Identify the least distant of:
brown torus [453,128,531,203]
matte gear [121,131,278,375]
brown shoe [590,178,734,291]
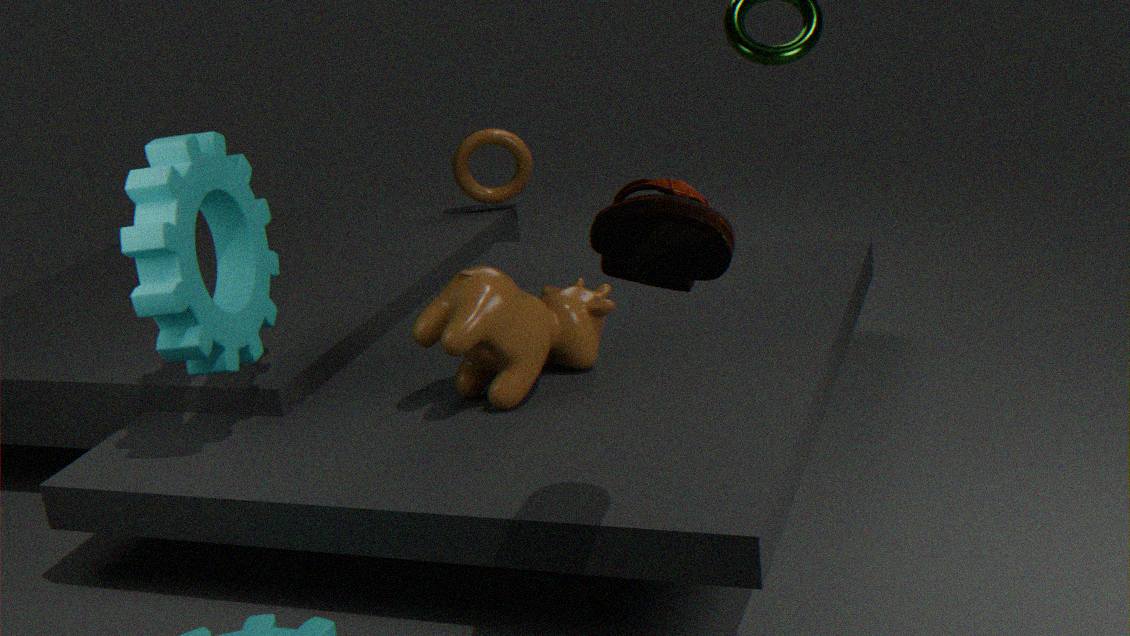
brown shoe [590,178,734,291]
